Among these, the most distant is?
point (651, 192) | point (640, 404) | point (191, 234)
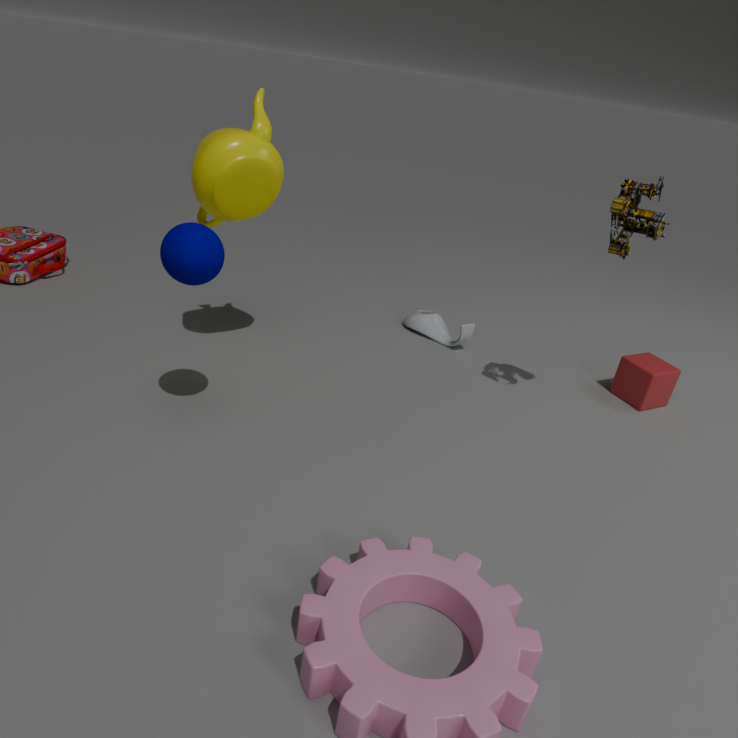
point (640, 404)
